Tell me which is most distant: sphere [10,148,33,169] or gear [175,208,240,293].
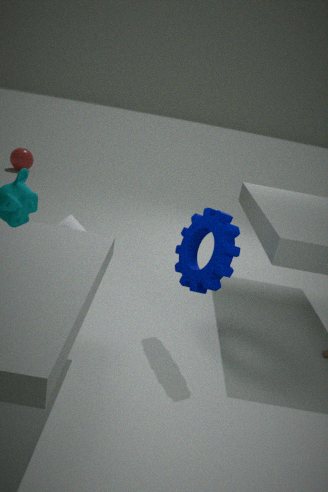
sphere [10,148,33,169]
